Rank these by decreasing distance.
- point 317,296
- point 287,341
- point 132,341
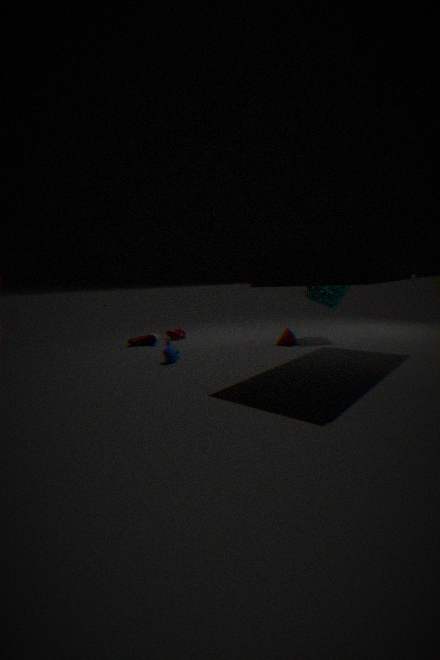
point 132,341
point 317,296
point 287,341
